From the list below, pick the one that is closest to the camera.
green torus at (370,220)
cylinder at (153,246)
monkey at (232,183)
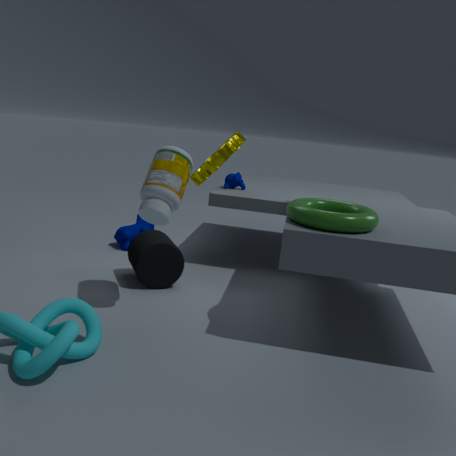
green torus at (370,220)
